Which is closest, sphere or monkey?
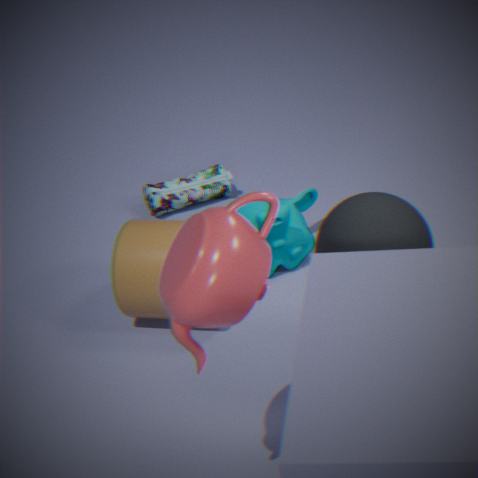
sphere
